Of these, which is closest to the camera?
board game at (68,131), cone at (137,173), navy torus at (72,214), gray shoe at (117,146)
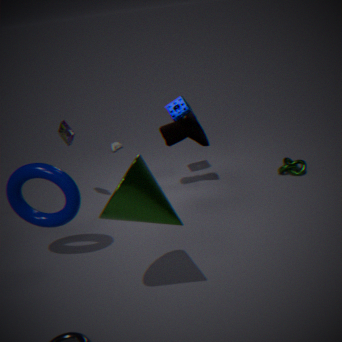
cone at (137,173)
